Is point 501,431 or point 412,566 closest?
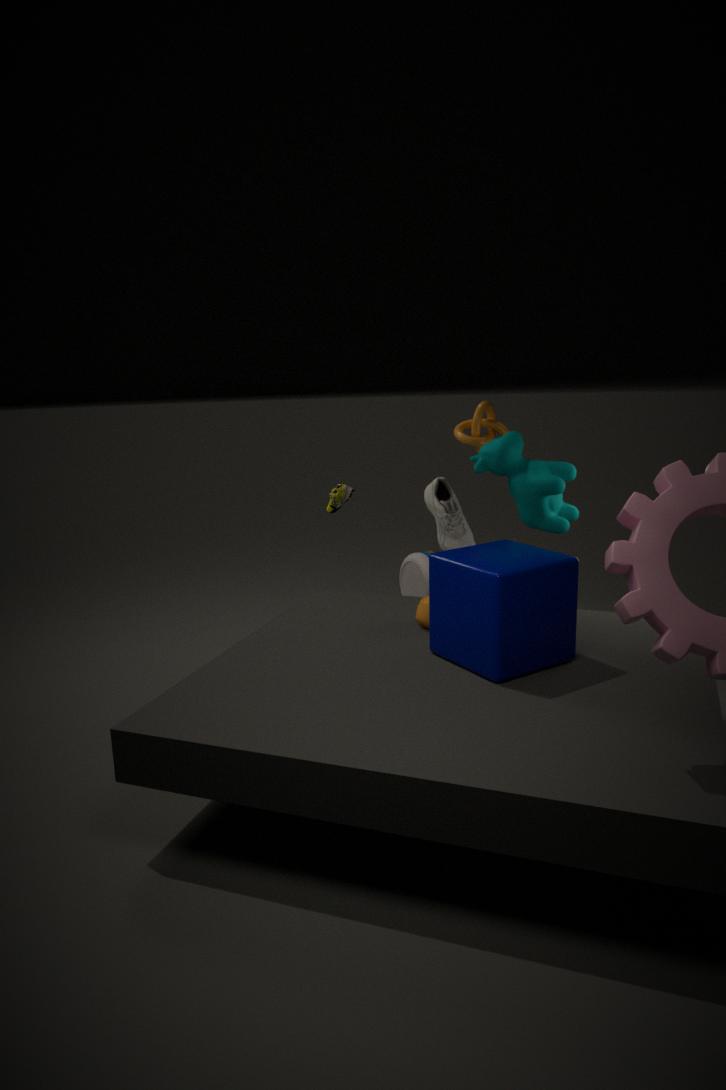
point 501,431
